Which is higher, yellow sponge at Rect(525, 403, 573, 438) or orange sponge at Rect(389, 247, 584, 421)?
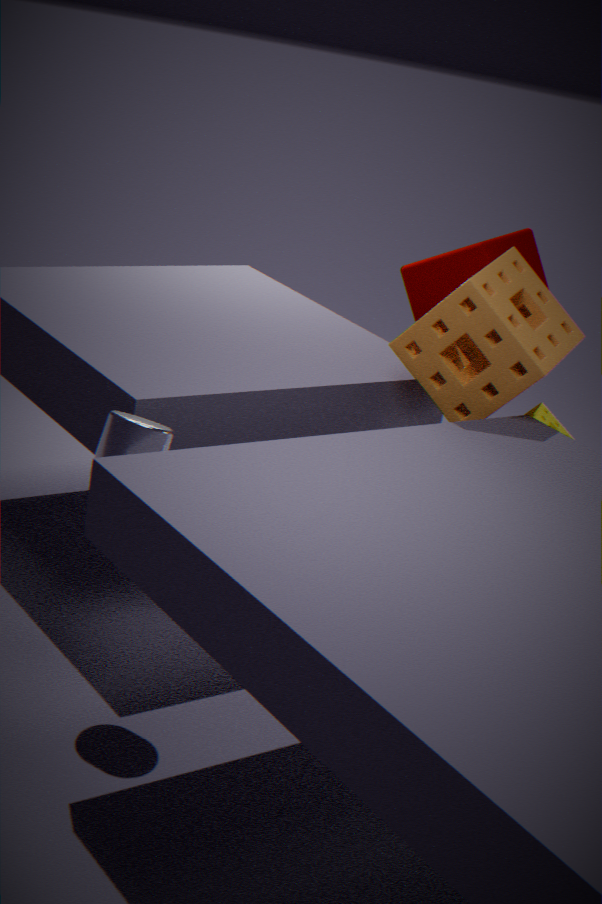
orange sponge at Rect(389, 247, 584, 421)
